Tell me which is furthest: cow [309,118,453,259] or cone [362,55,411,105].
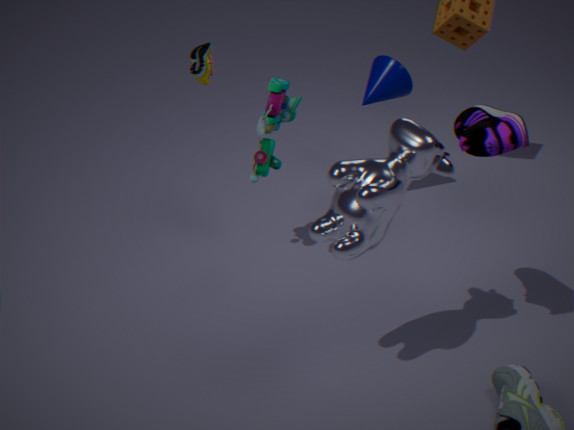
cone [362,55,411,105]
